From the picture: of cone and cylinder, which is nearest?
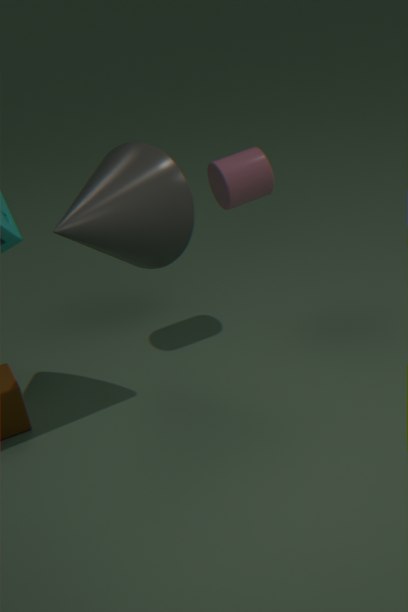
cone
